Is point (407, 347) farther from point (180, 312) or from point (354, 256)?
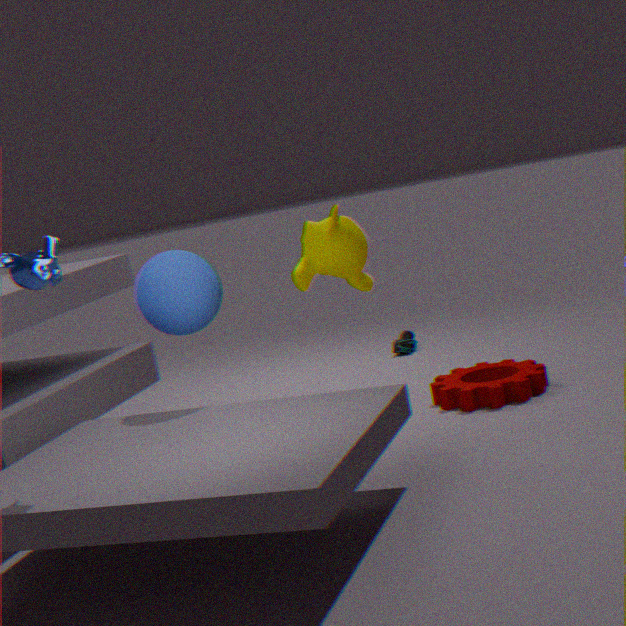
point (180, 312)
